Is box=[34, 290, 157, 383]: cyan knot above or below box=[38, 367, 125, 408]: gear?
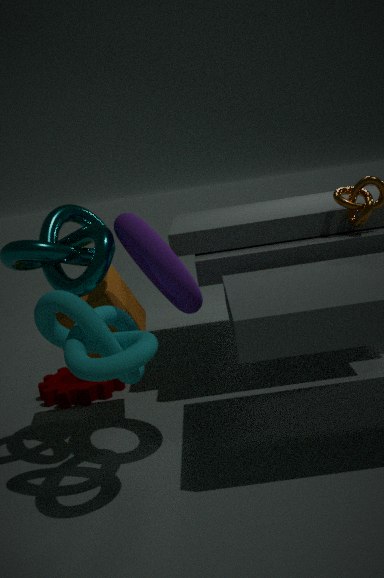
above
